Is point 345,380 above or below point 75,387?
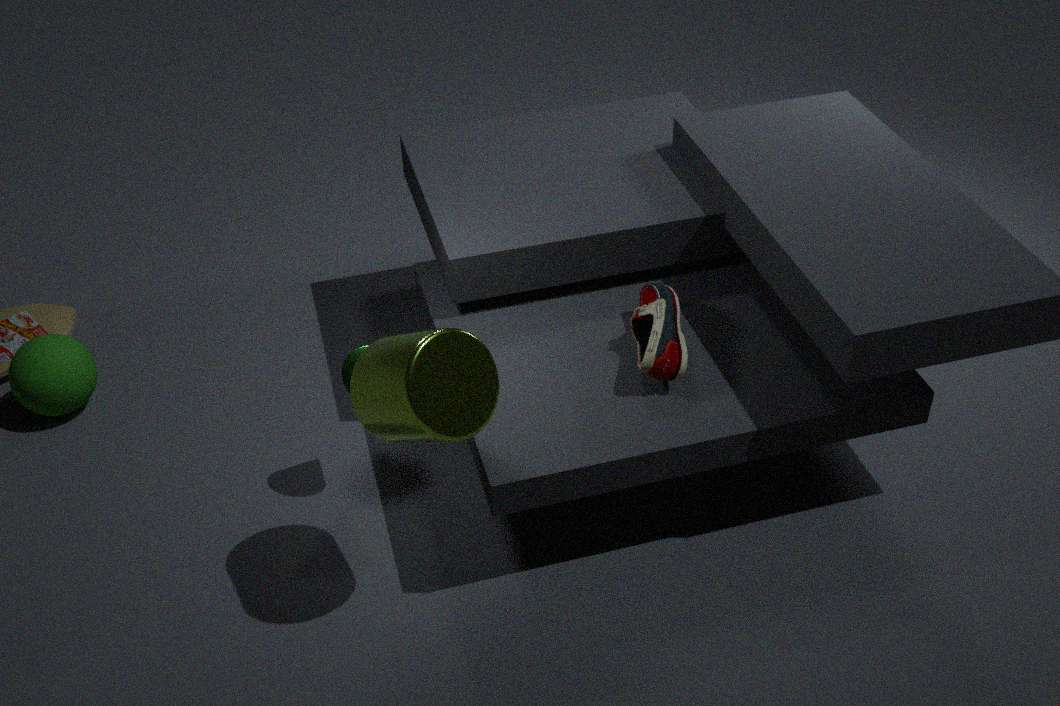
above
